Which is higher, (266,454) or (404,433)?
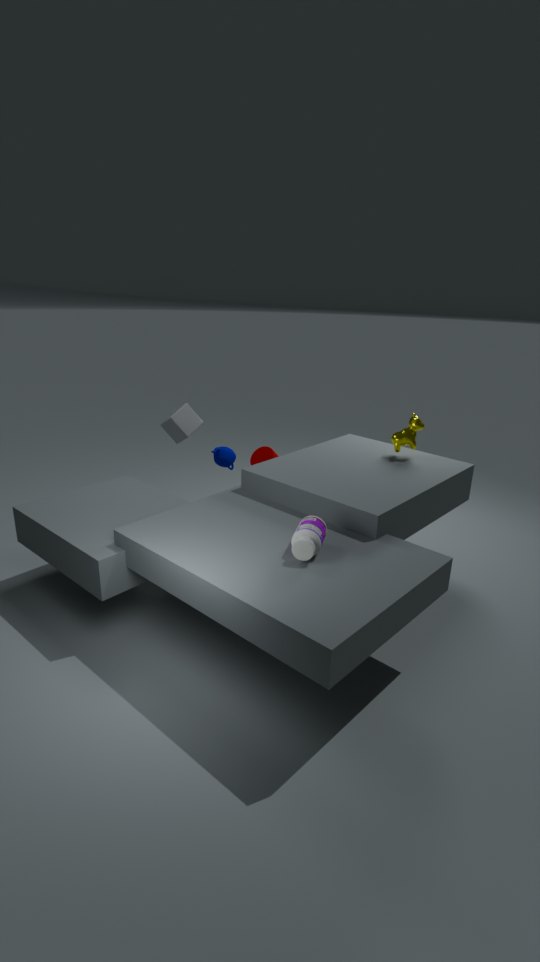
(404,433)
